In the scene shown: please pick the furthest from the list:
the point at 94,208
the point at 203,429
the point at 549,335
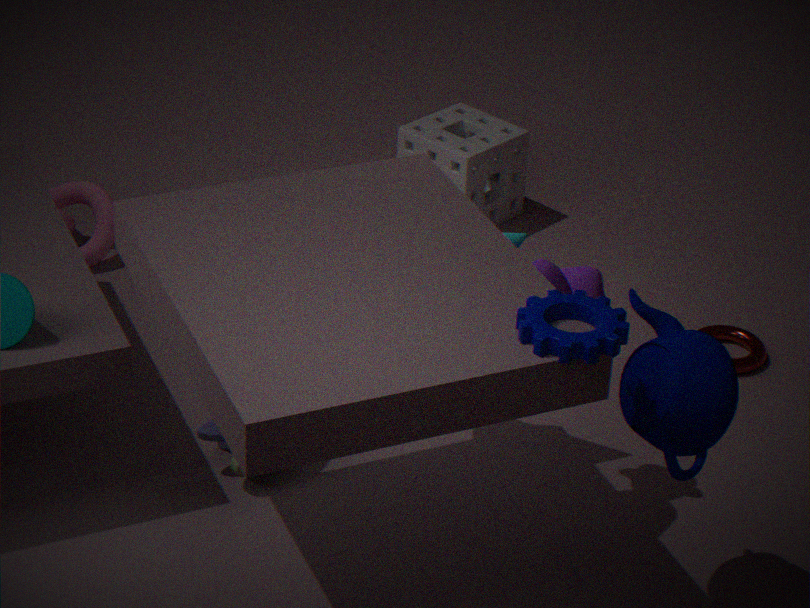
the point at 94,208
